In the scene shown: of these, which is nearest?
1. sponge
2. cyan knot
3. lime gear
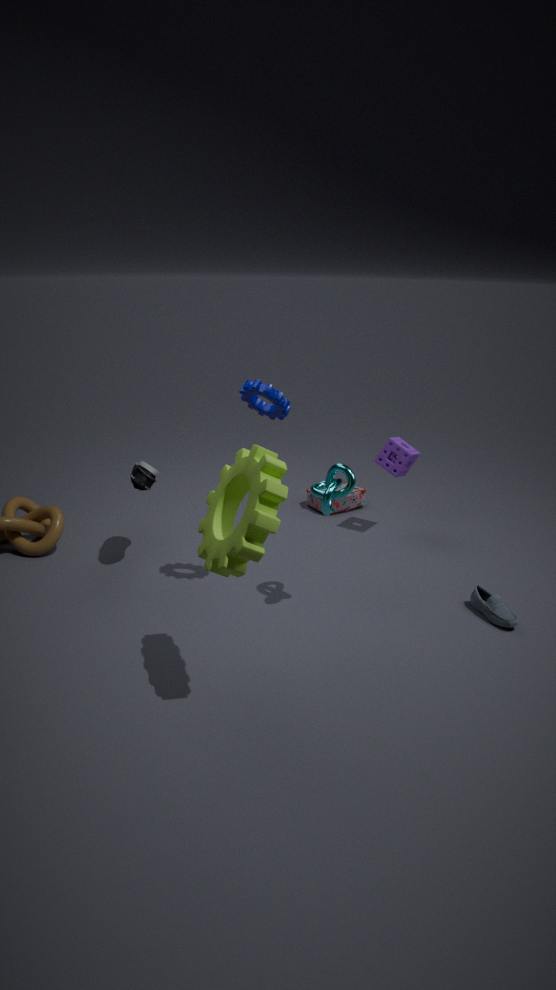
lime gear
